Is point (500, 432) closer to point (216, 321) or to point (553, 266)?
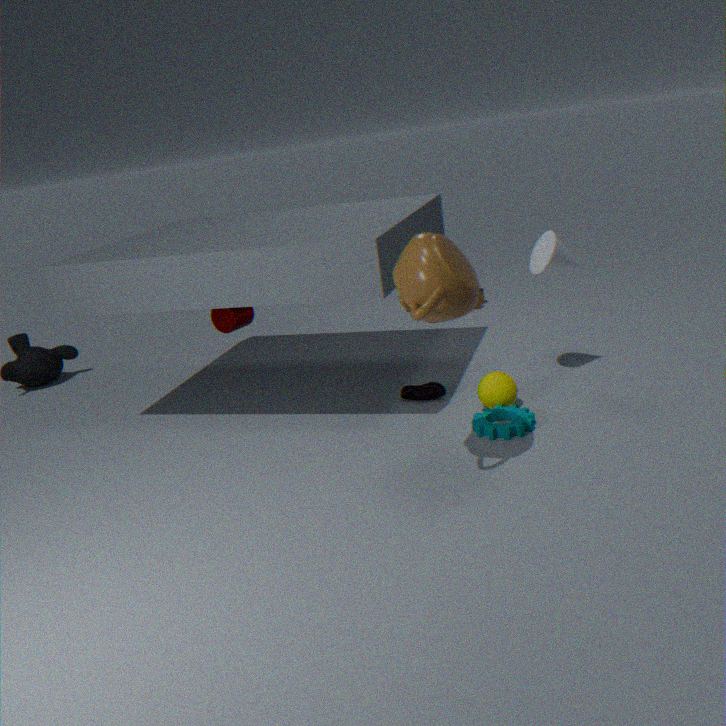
point (553, 266)
